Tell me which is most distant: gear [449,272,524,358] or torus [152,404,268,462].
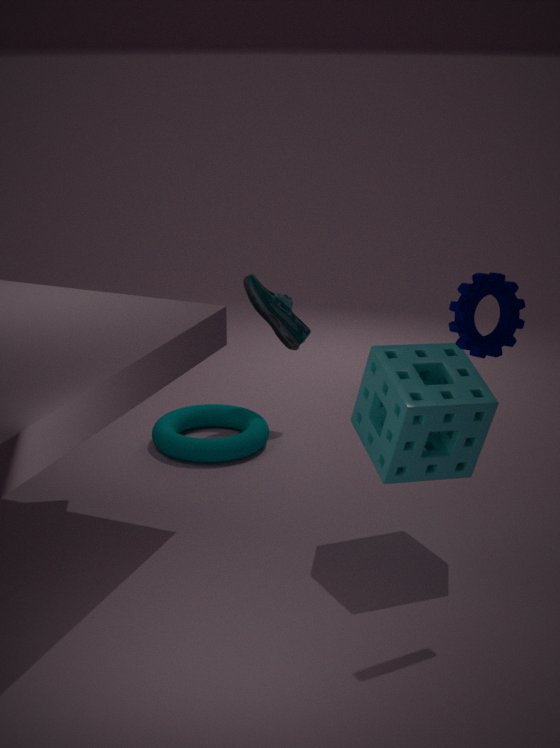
torus [152,404,268,462]
